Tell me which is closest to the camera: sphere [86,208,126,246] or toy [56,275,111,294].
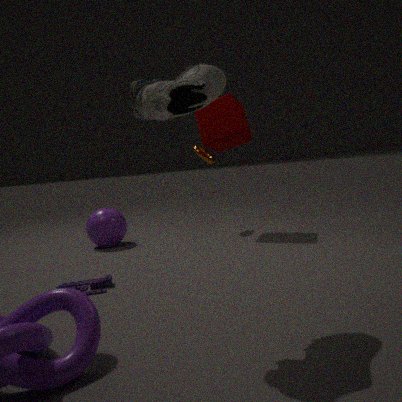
toy [56,275,111,294]
